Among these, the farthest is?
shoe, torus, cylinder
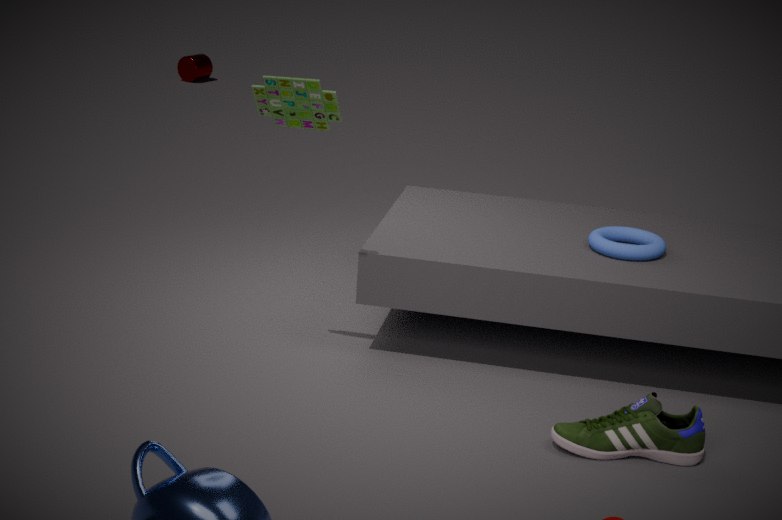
cylinder
